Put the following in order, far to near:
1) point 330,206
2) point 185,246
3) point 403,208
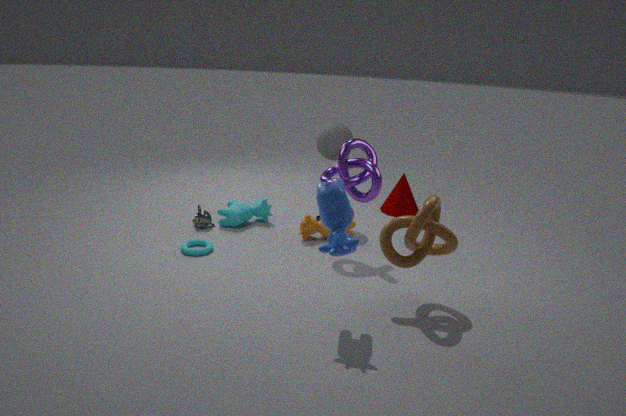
3. point 403,208 < 2. point 185,246 < 1. point 330,206
